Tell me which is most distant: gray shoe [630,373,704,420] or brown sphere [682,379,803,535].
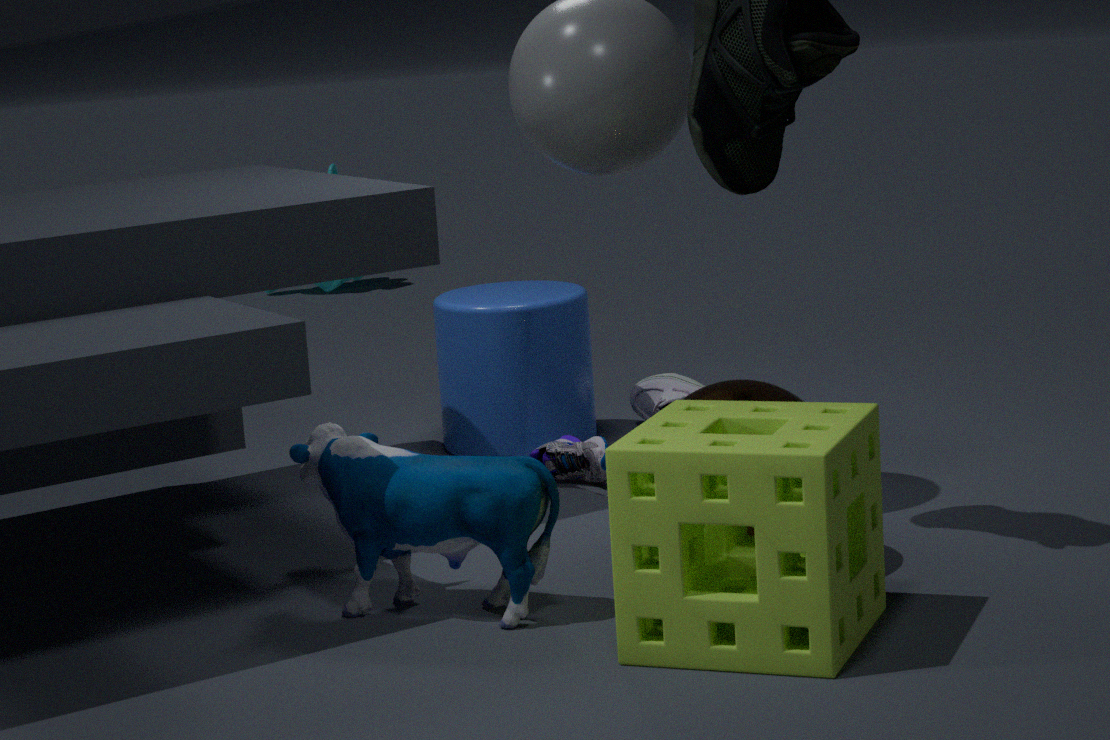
gray shoe [630,373,704,420]
